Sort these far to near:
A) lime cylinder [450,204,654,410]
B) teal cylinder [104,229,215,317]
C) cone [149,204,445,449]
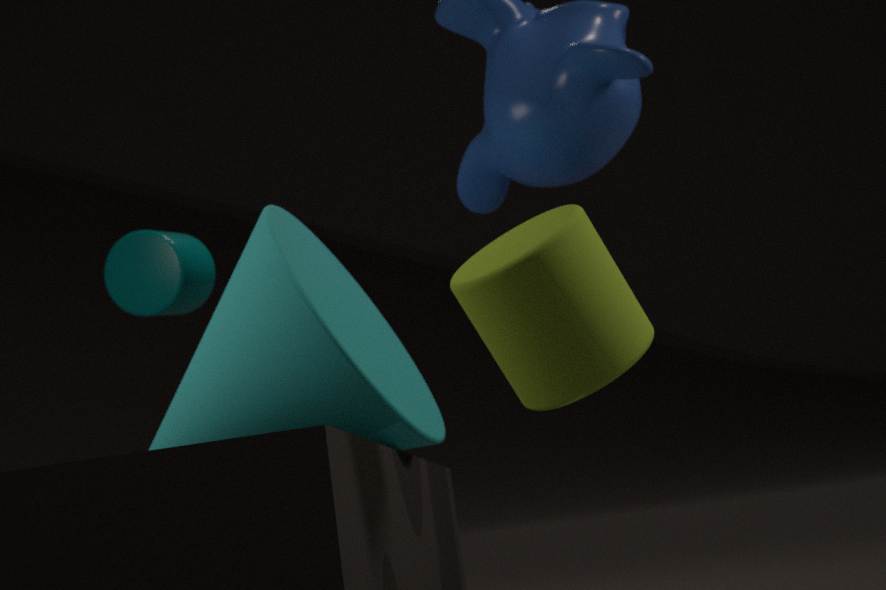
teal cylinder [104,229,215,317]
cone [149,204,445,449]
lime cylinder [450,204,654,410]
